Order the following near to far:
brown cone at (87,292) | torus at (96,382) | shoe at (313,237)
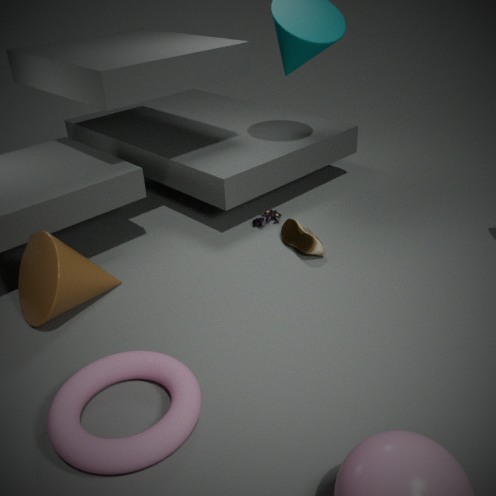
torus at (96,382)
brown cone at (87,292)
shoe at (313,237)
